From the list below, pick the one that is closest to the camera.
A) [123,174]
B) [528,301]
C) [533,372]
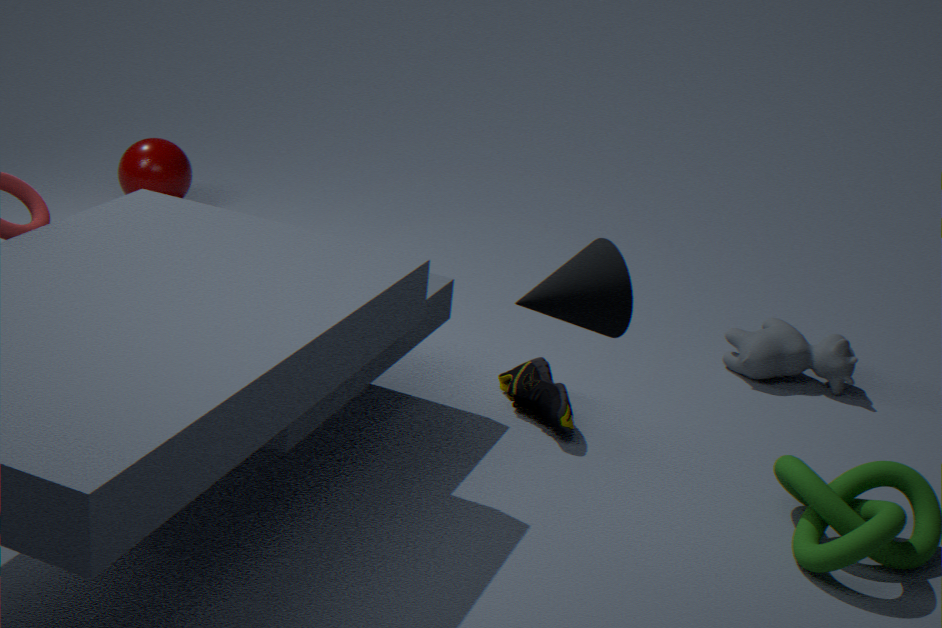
[528,301]
